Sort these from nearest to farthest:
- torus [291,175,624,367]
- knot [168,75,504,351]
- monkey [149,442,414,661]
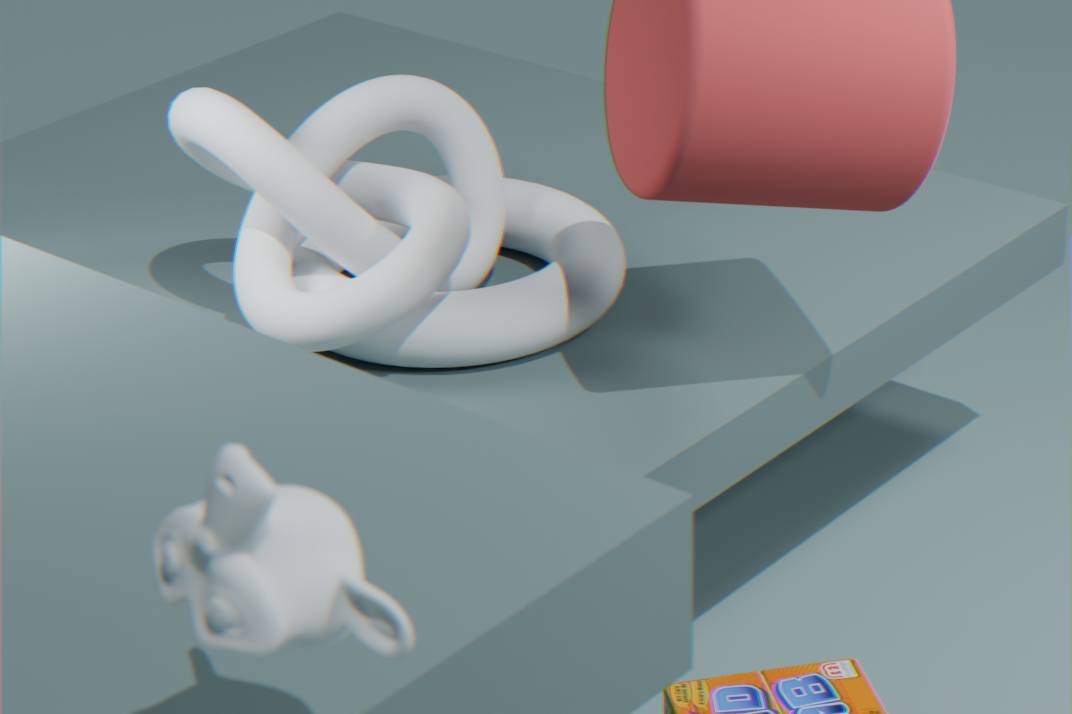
monkey [149,442,414,661], knot [168,75,504,351], torus [291,175,624,367]
